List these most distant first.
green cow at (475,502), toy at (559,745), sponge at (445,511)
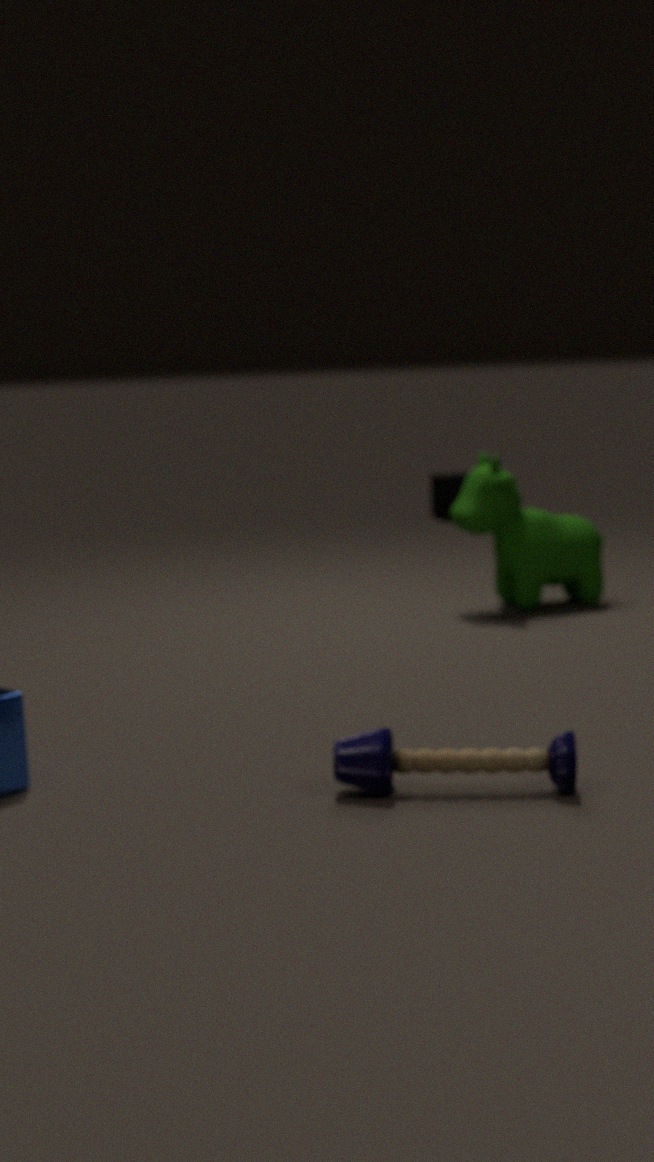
sponge at (445,511) → green cow at (475,502) → toy at (559,745)
